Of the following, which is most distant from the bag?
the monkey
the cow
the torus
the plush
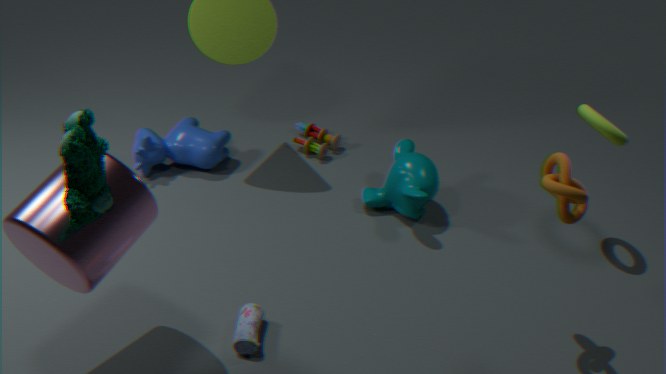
the torus
